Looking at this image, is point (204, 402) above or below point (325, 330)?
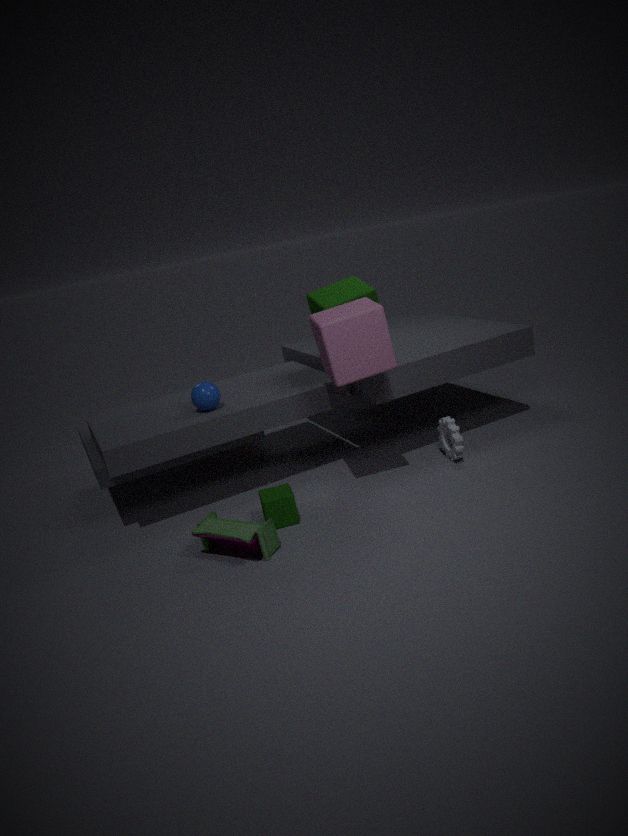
below
